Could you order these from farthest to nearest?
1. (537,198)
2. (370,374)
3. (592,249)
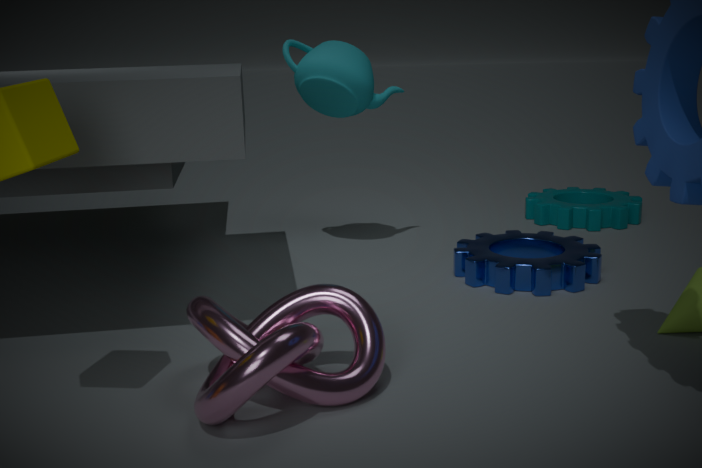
(537,198)
(592,249)
(370,374)
